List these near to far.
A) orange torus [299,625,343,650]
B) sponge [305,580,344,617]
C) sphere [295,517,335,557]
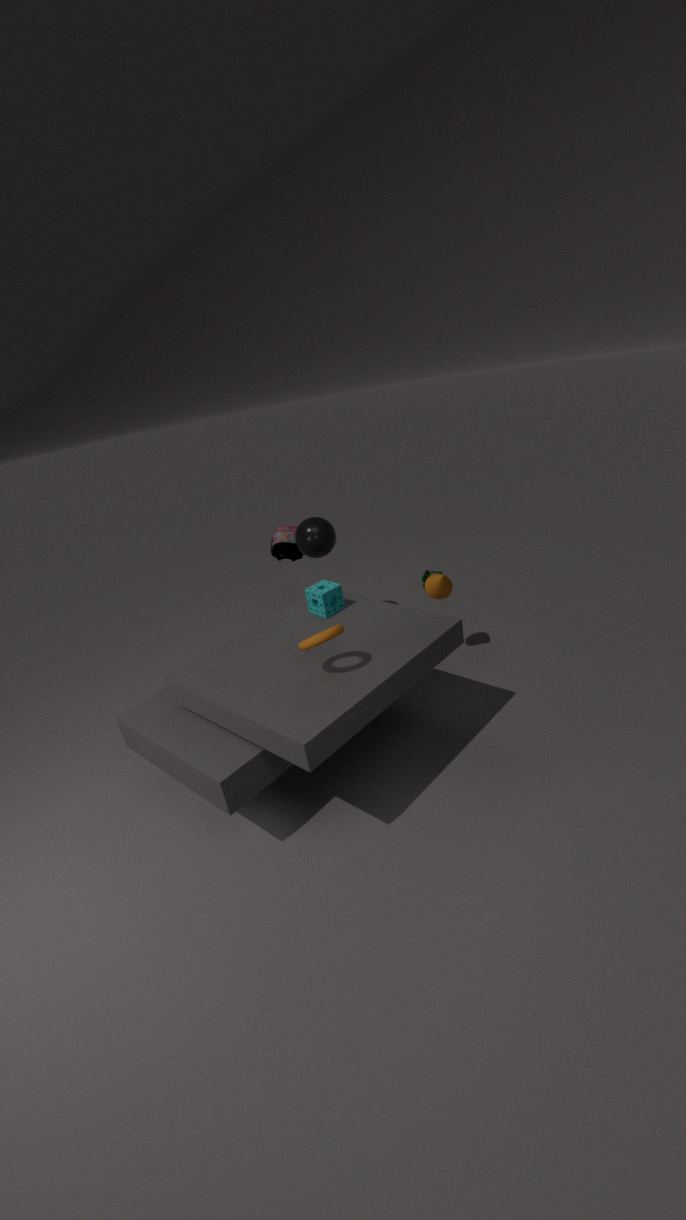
orange torus [299,625,343,650], sponge [305,580,344,617], sphere [295,517,335,557]
